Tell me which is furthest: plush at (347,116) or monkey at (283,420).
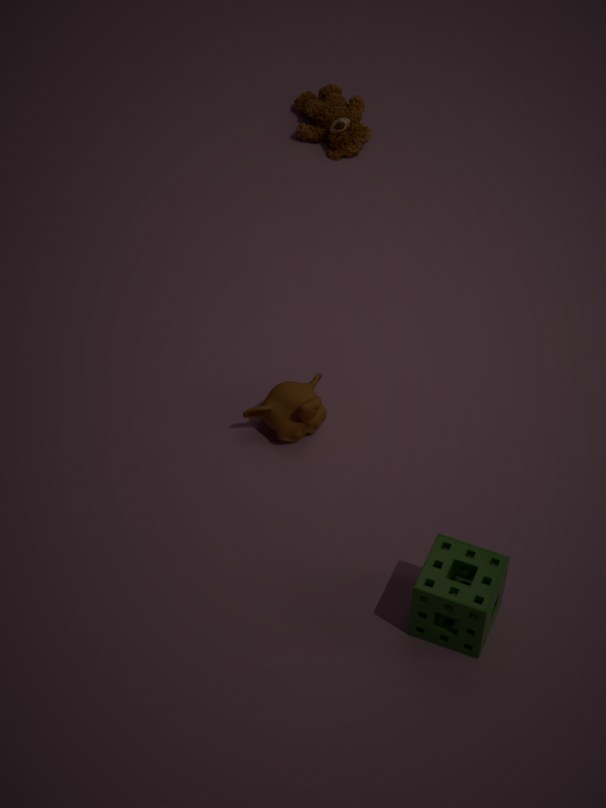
plush at (347,116)
